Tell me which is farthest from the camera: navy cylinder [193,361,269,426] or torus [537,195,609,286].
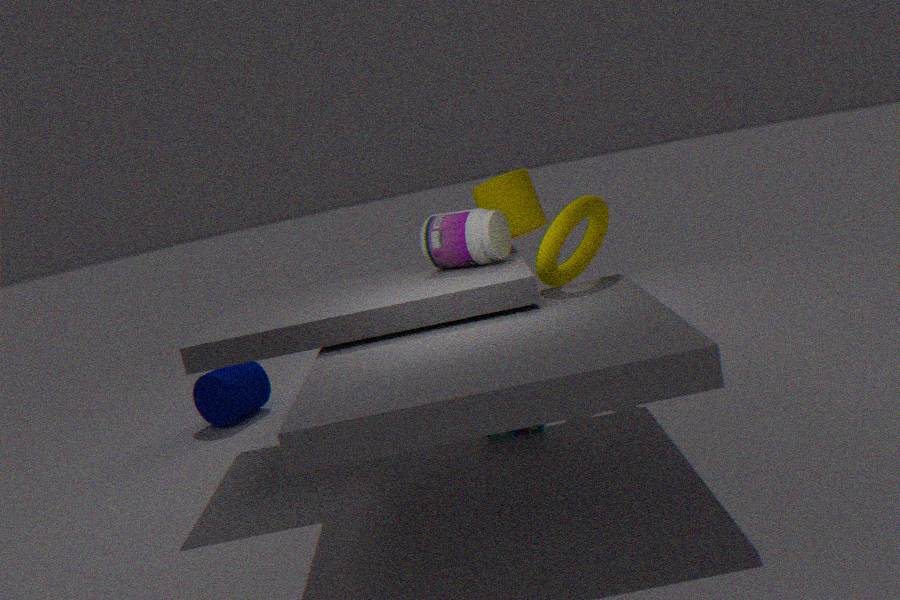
navy cylinder [193,361,269,426]
